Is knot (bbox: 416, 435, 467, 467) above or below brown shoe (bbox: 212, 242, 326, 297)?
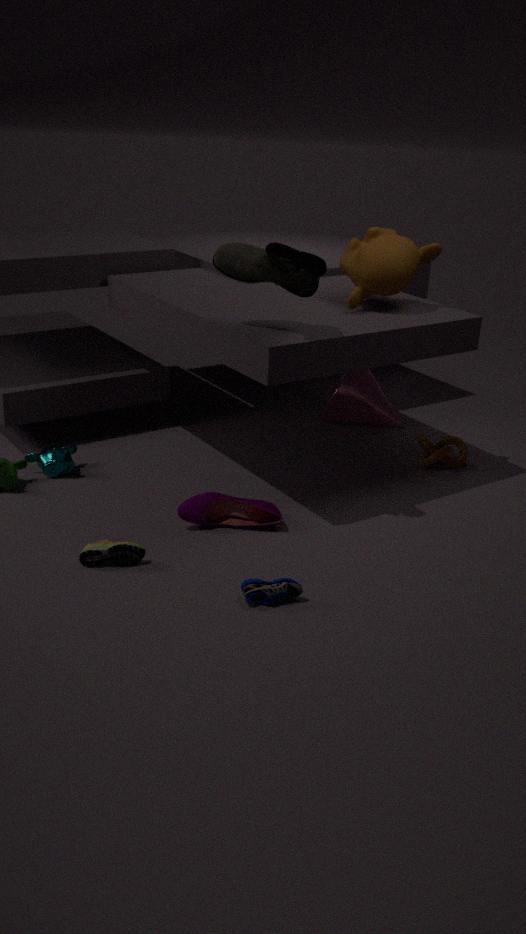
below
